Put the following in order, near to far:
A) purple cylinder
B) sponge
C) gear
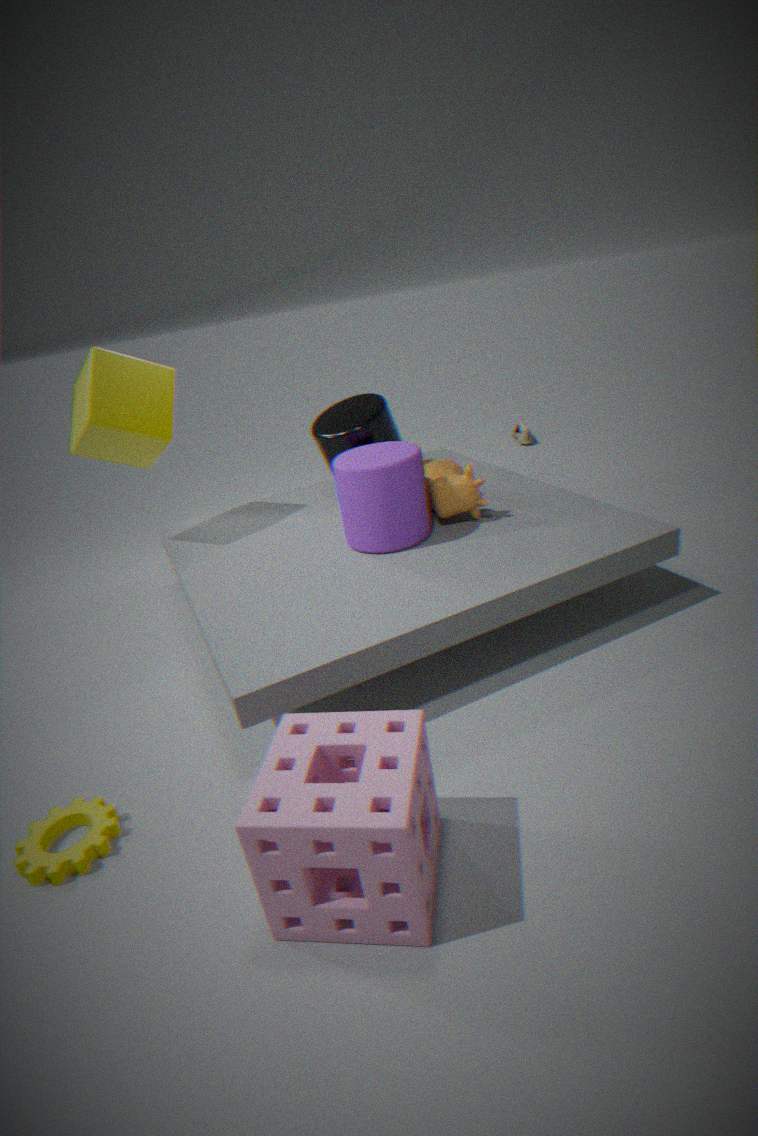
sponge → gear → purple cylinder
